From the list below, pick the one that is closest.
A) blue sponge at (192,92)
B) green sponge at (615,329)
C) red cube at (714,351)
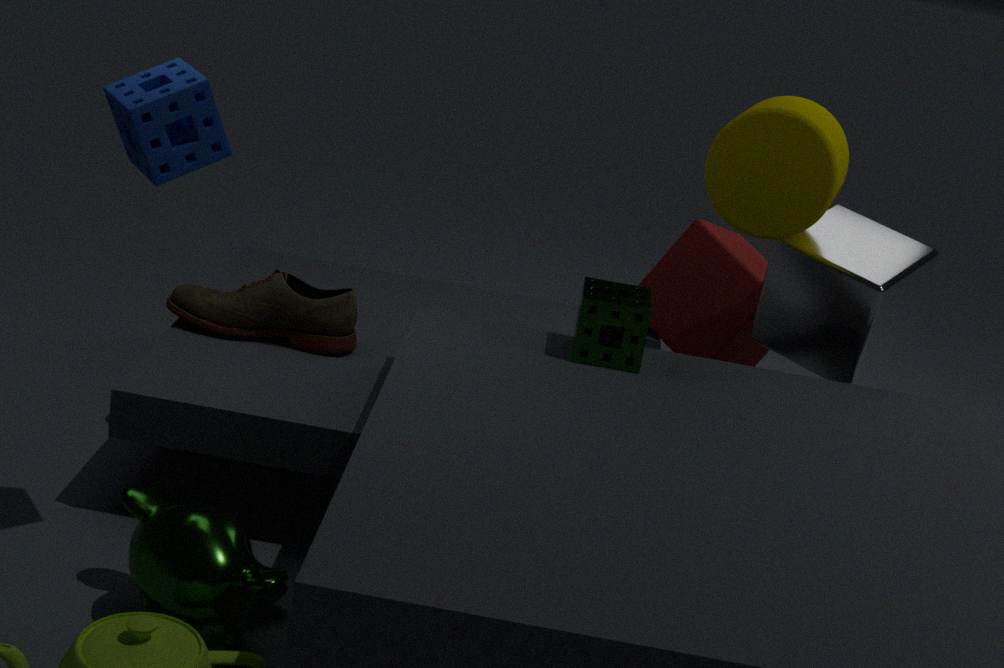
blue sponge at (192,92)
